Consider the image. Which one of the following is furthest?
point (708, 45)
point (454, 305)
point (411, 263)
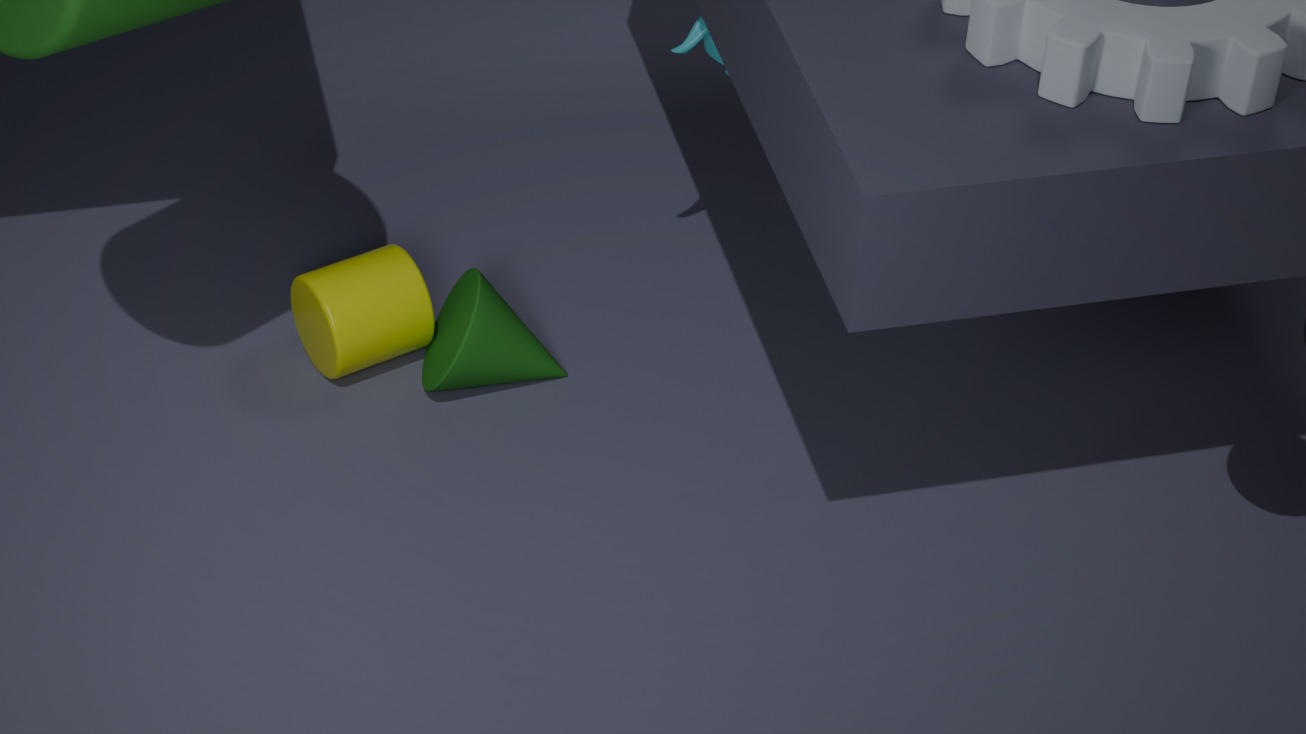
point (454, 305)
